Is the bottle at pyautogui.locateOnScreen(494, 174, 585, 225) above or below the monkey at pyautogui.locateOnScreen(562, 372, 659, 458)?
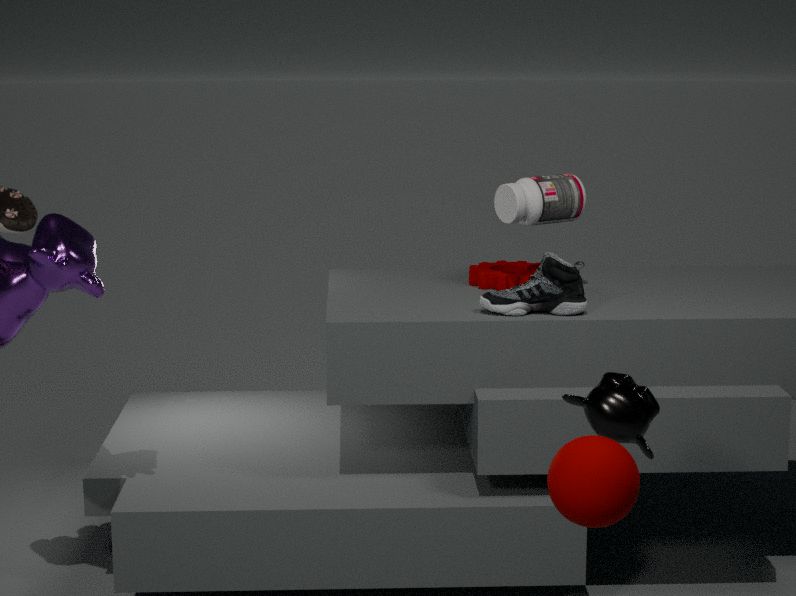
above
